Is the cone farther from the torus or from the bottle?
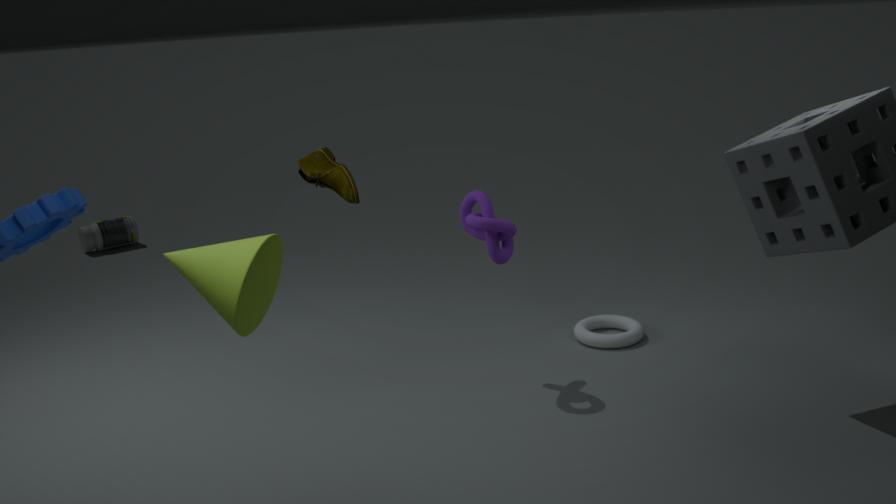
the bottle
